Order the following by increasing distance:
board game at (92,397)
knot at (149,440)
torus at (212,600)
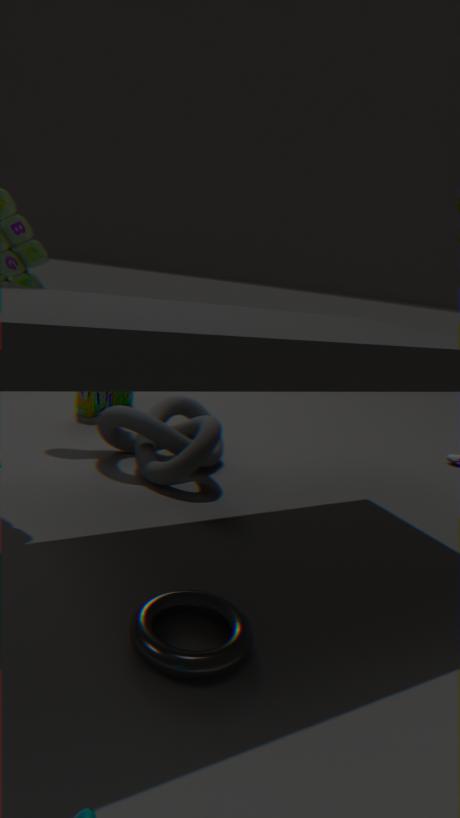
torus at (212,600)
knot at (149,440)
board game at (92,397)
